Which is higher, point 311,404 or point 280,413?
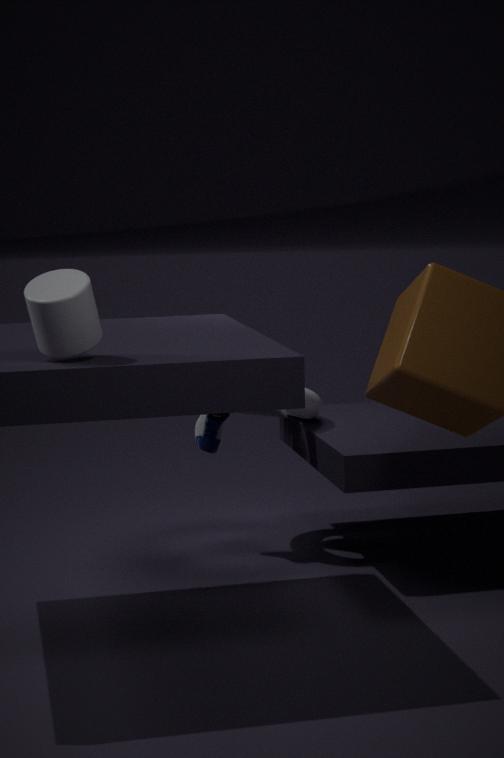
point 311,404
